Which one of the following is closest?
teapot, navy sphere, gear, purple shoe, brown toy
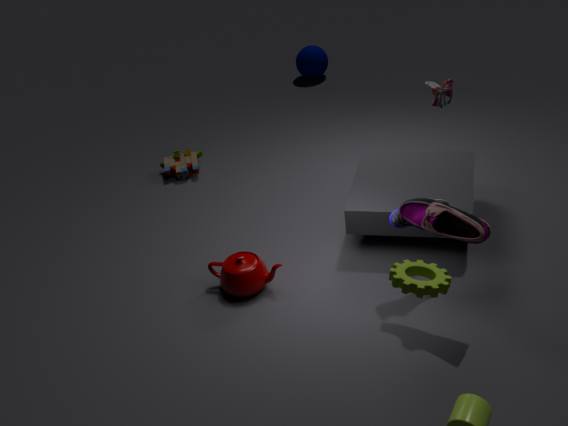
gear
